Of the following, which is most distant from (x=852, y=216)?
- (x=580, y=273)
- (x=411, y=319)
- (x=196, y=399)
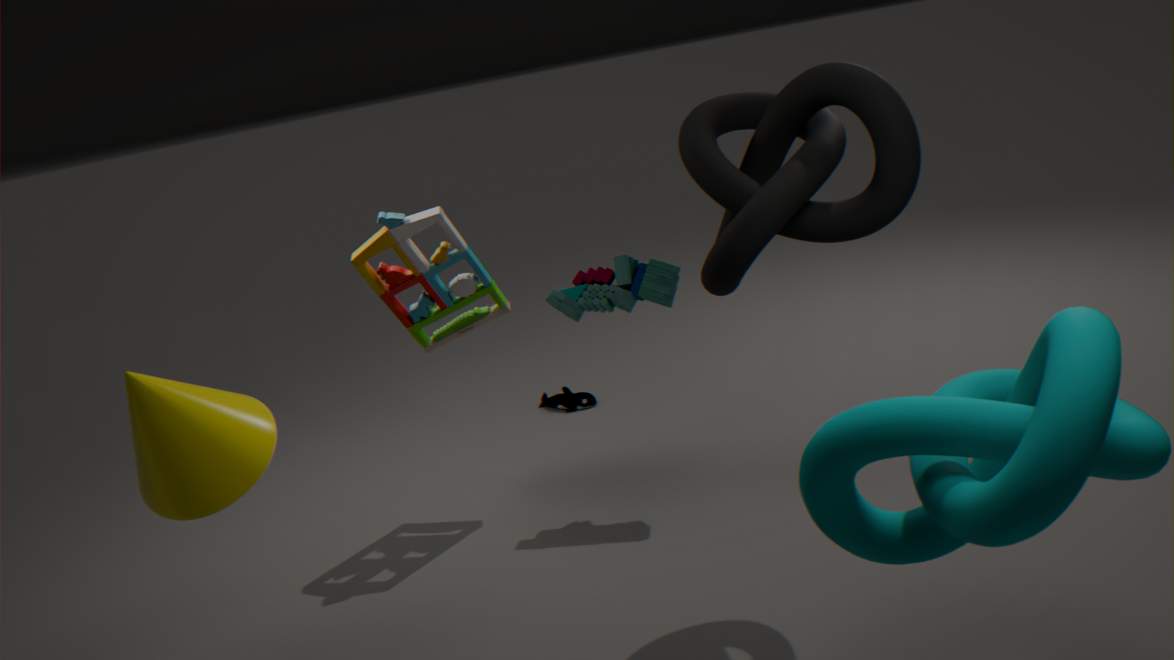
(x=196, y=399)
